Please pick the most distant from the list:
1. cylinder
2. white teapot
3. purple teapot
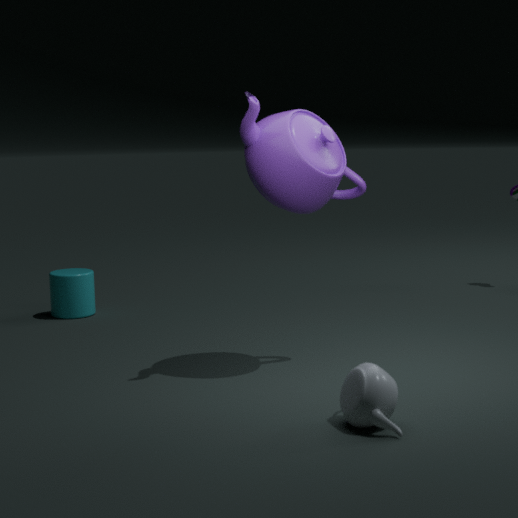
cylinder
